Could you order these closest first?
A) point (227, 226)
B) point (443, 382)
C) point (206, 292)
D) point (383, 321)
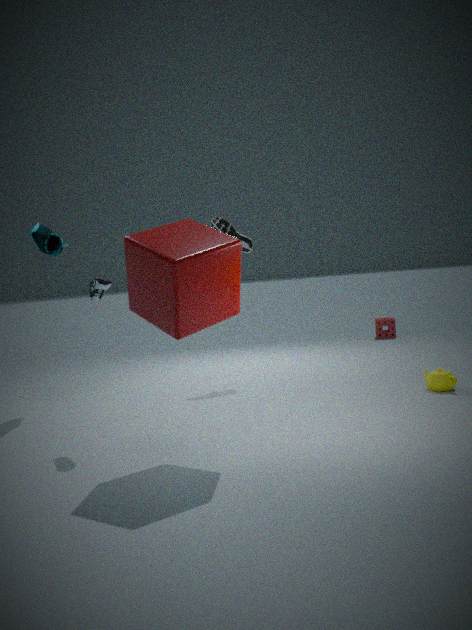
C. point (206, 292), B. point (443, 382), A. point (227, 226), D. point (383, 321)
